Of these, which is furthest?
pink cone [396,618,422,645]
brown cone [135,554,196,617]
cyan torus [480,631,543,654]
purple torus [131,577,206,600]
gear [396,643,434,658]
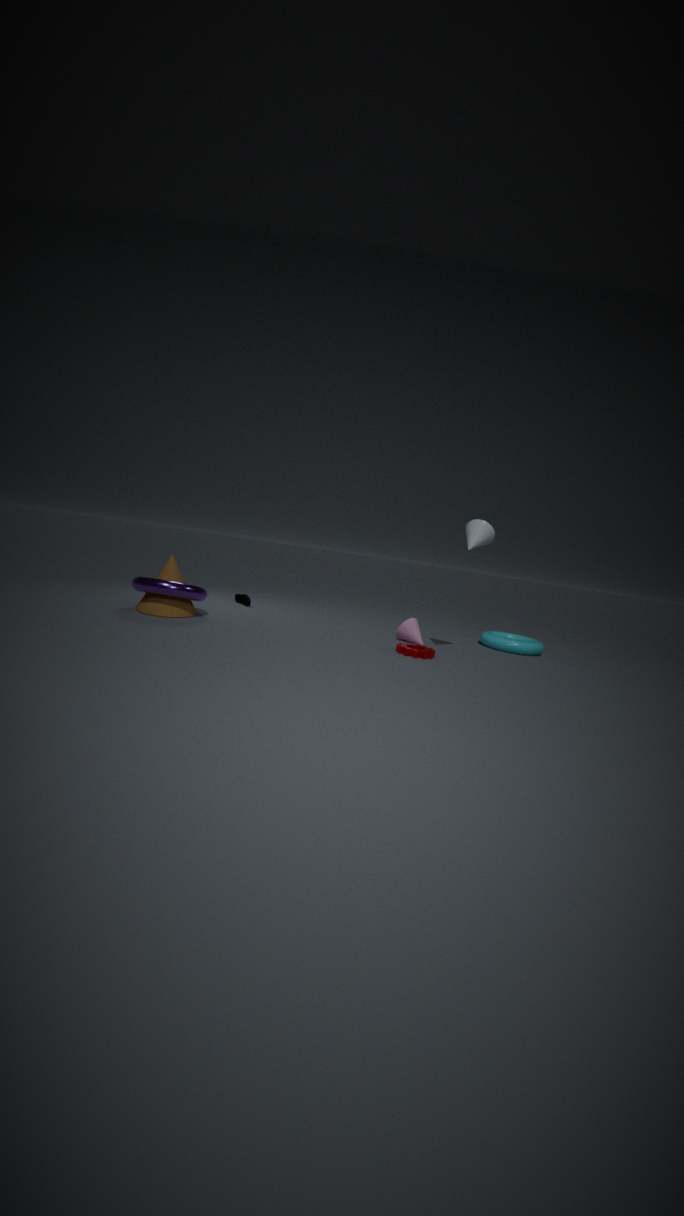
cyan torus [480,631,543,654]
